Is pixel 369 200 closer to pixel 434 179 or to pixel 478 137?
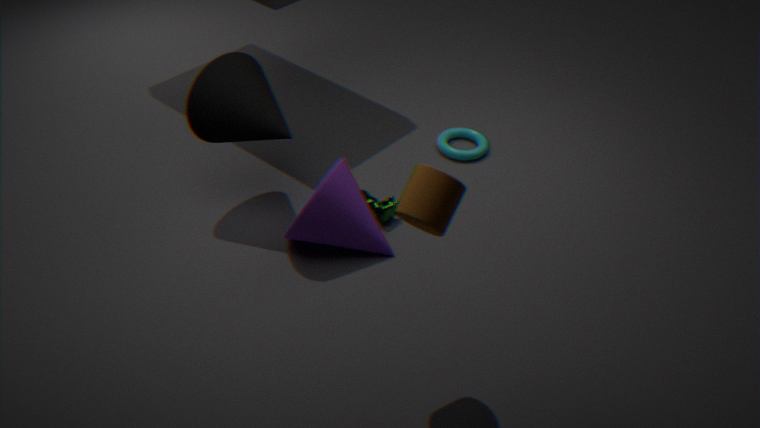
pixel 478 137
